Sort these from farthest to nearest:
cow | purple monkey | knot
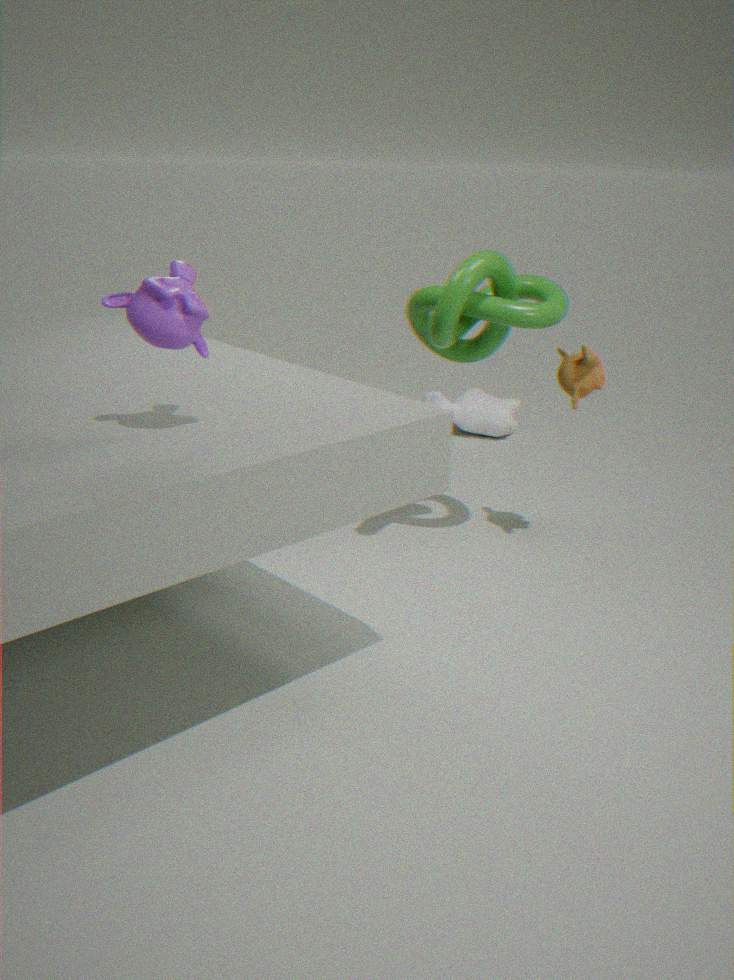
cow → knot → purple monkey
